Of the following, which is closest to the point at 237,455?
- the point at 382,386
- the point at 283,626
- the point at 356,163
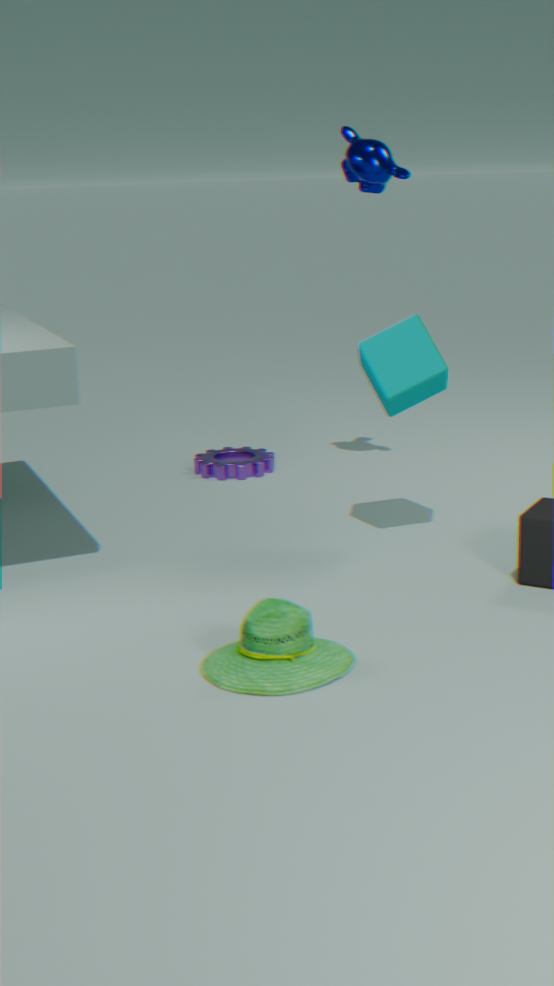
the point at 382,386
